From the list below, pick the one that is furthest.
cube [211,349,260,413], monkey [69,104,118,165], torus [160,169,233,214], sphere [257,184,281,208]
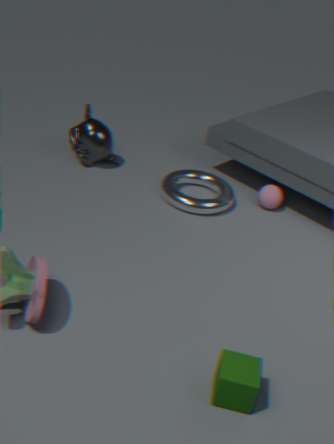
monkey [69,104,118,165]
